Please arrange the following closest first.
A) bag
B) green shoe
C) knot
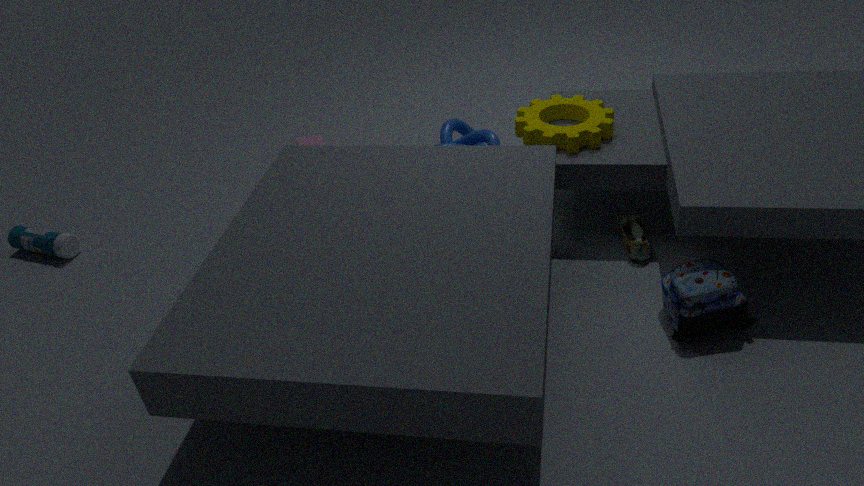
bag
green shoe
knot
